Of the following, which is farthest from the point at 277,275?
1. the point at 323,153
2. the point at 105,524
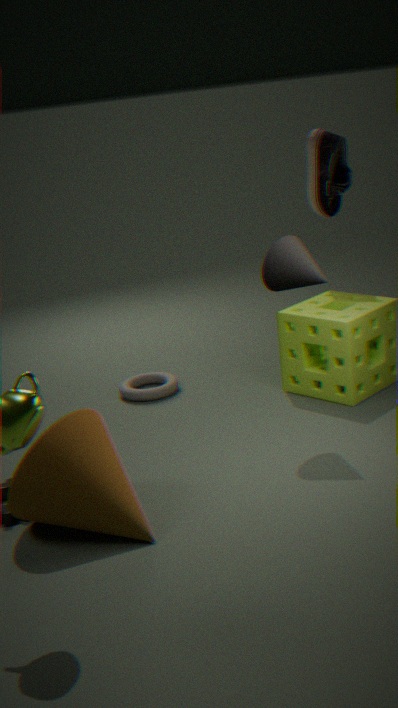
the point at 105,524
